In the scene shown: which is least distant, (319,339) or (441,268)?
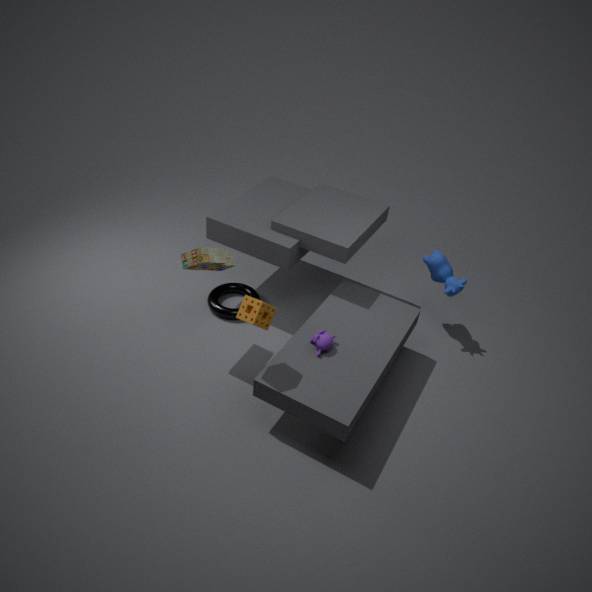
(319,339)
